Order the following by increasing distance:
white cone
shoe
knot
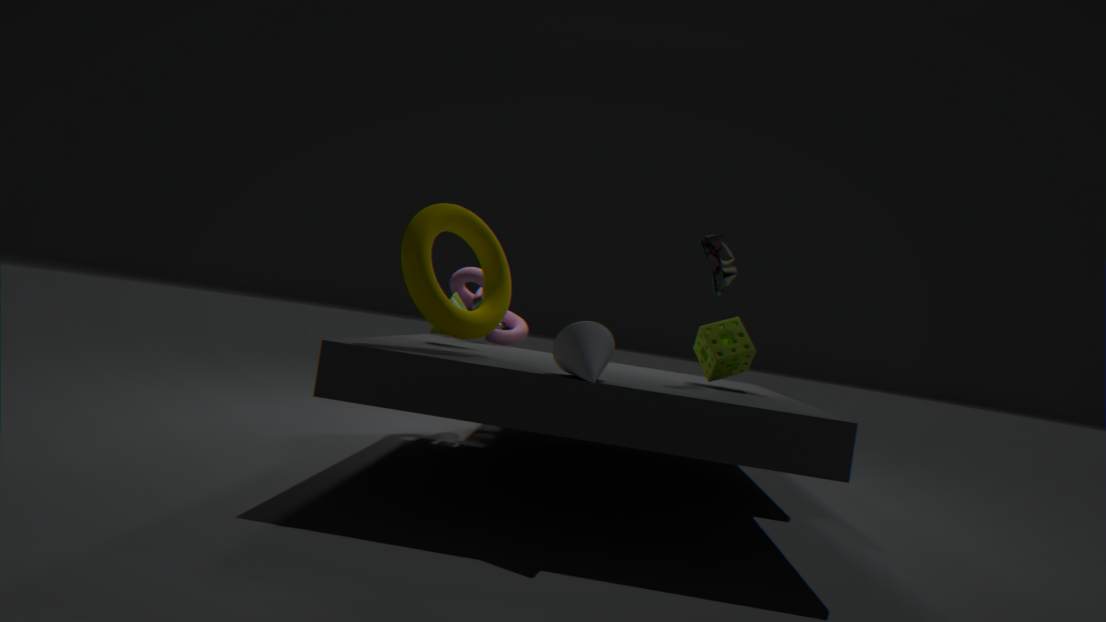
white cone → shoe → knot
